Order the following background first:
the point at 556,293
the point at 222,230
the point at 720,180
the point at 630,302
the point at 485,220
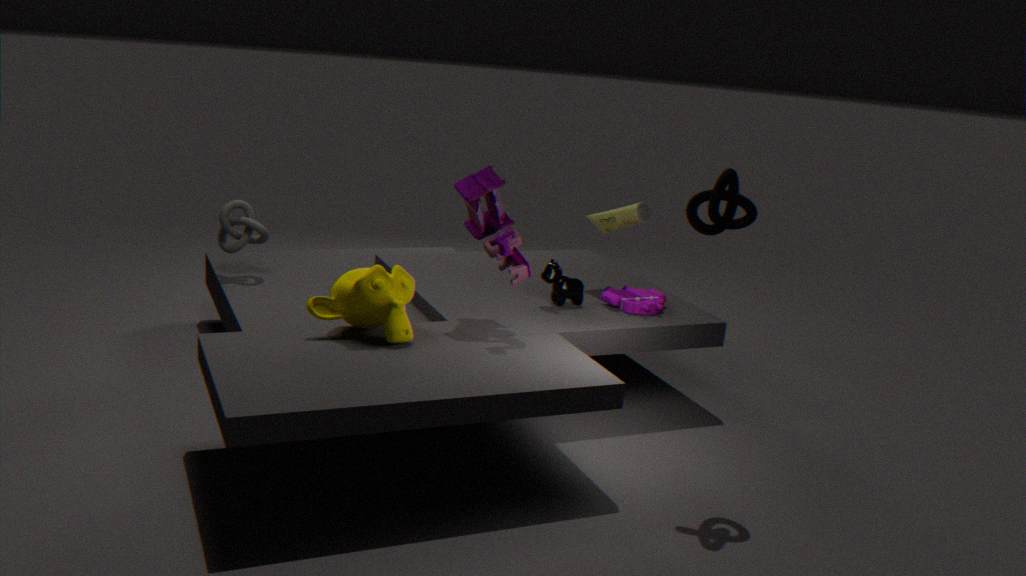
the point at 222,230
the point at 556,293
the point at 630,302
the point at 485,220
the point at 720,180
